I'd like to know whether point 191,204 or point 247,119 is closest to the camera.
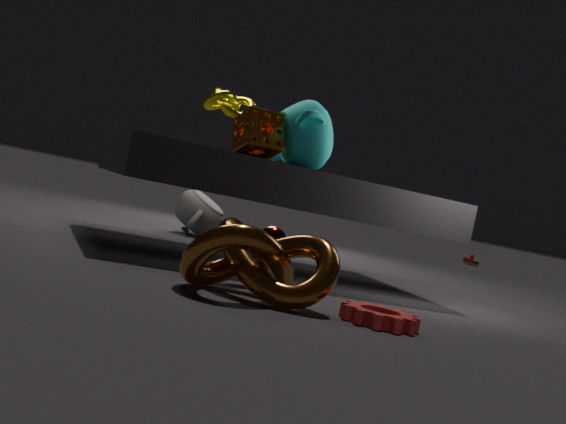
point 247,119
